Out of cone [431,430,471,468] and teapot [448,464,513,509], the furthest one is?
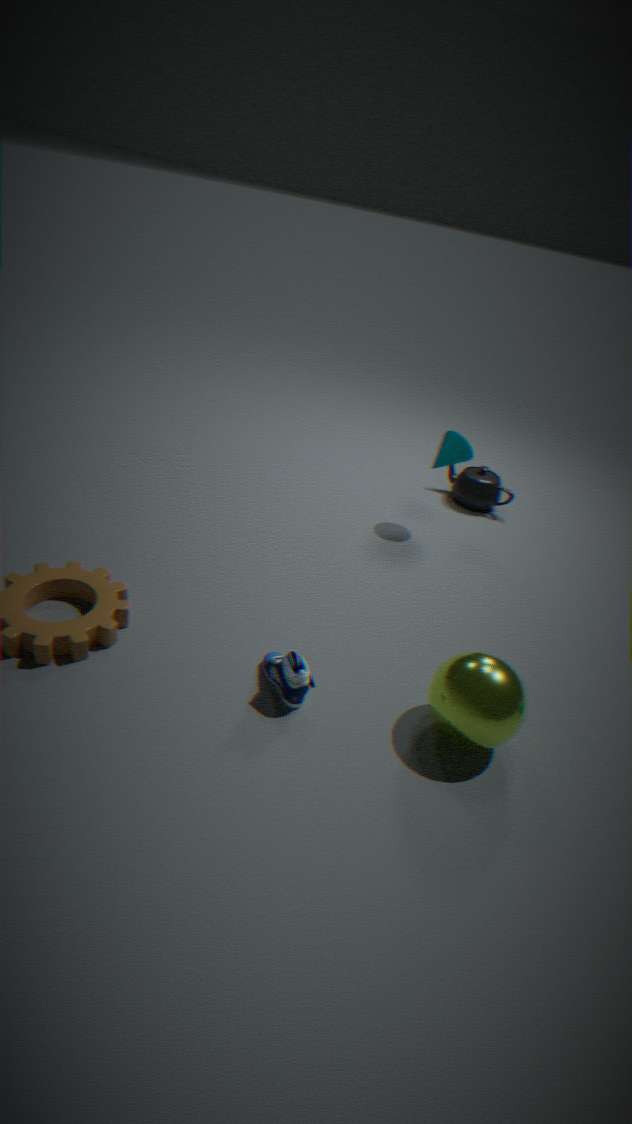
teapot [448,464,513,509]
